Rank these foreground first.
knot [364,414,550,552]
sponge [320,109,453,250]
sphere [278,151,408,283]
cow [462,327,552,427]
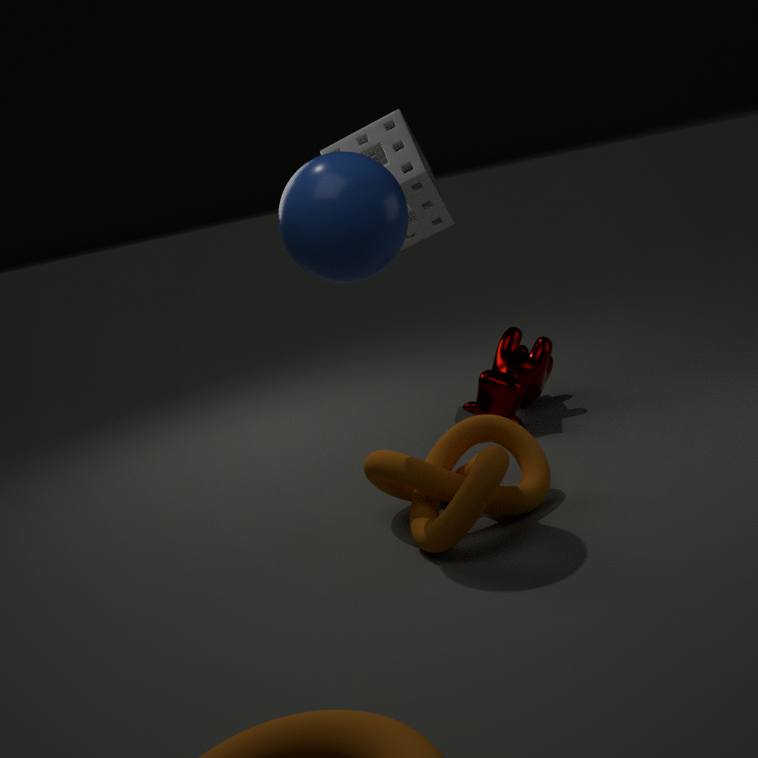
knot [364,414,550,552]
sphere [278,151,408,283]
cow [462,327,552,427]
sponge [320,109,453,250]
